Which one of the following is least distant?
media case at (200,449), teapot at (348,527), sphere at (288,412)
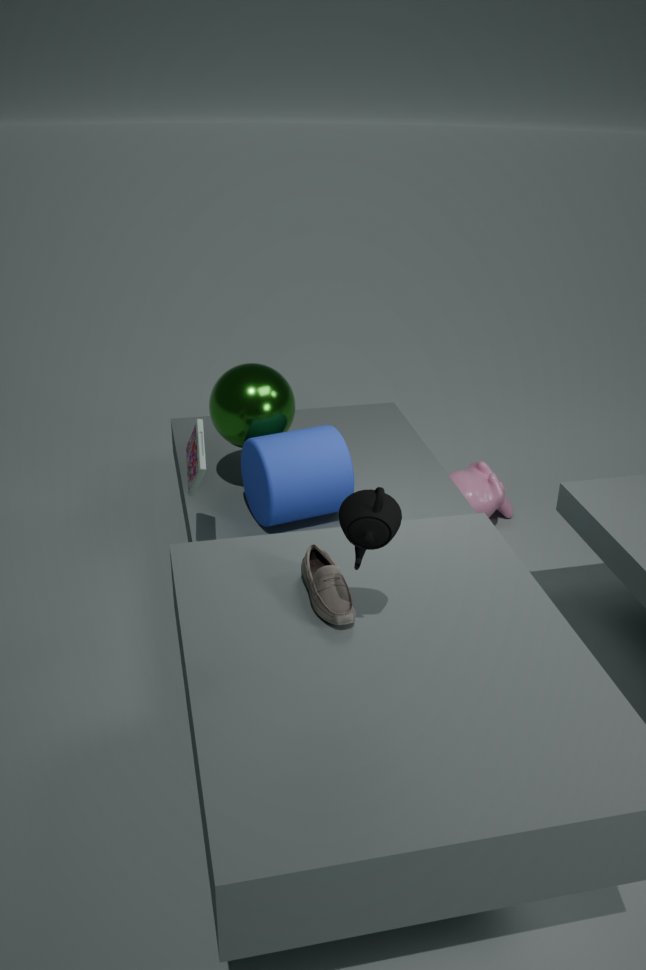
teapot at (348,527)
